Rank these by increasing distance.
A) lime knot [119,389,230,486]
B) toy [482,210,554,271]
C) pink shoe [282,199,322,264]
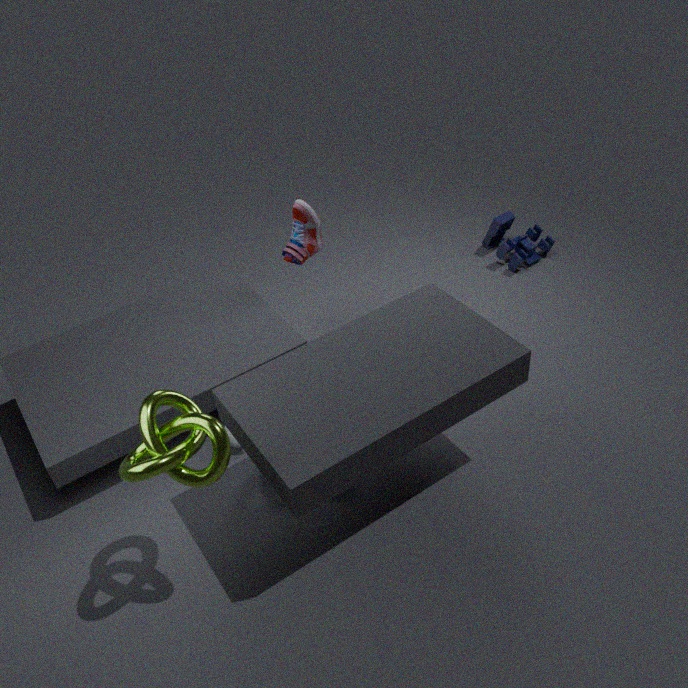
1. A. lime knot [119,389,230,486]
2. C. pink shoe [282,199,322,264]
3. B. toy [482,210,554,271]
